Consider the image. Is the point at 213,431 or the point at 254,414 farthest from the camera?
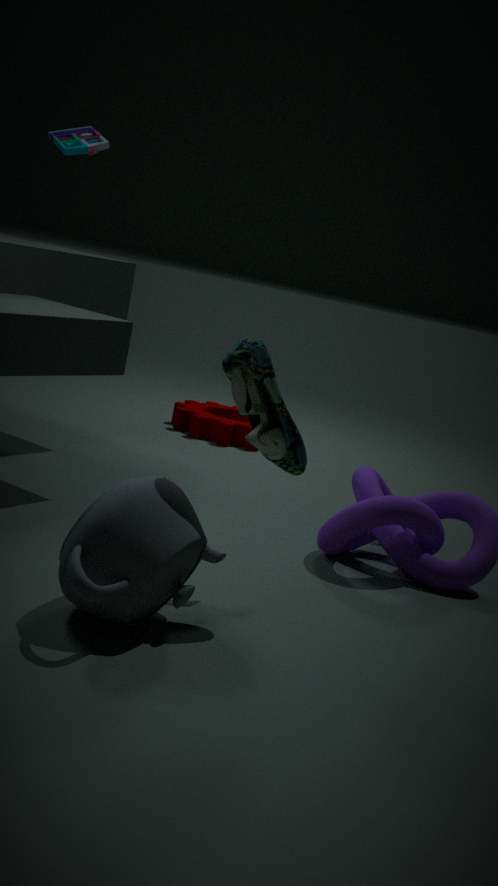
the point at 213,431
